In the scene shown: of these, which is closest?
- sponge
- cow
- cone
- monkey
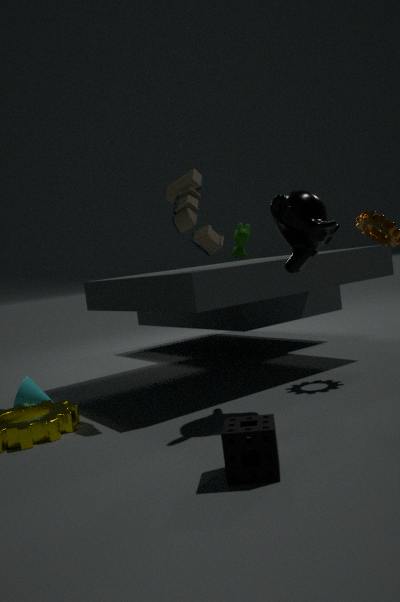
sponge
